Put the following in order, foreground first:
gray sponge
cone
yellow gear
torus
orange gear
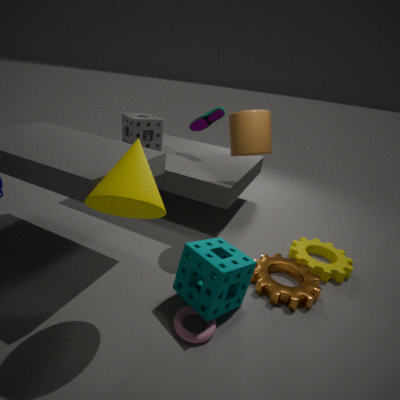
cone
torus
orange gear
yellow gear
gray sponge
